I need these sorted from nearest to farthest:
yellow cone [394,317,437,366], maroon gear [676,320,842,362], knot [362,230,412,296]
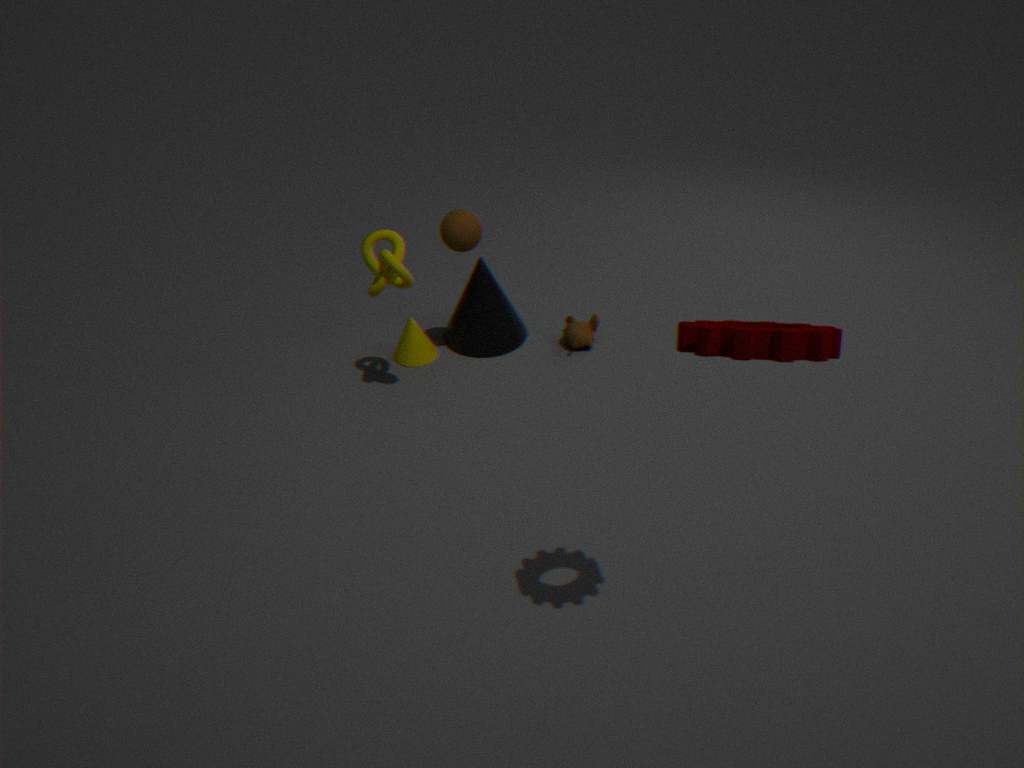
maroon gear [676,320,842,362], knot [362,230,412,296], yellow cone [394,317,437,366]
